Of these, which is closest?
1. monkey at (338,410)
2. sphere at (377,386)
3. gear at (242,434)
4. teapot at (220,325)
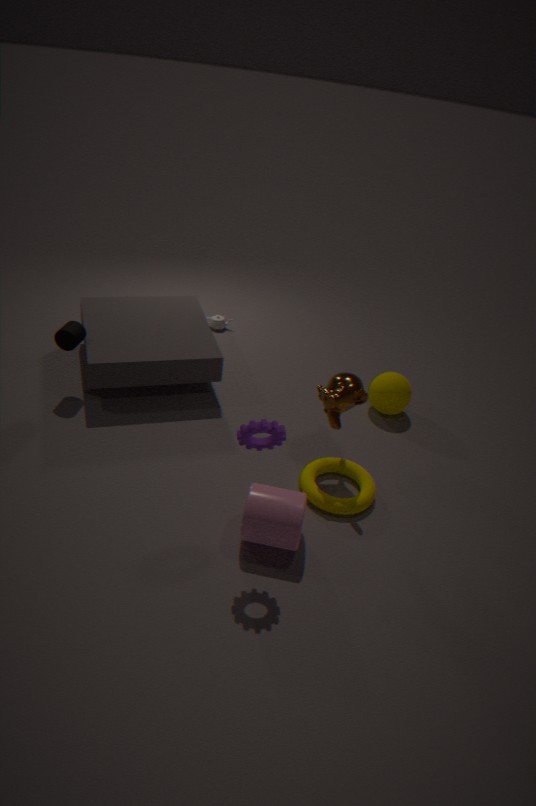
gear at (242,434)
